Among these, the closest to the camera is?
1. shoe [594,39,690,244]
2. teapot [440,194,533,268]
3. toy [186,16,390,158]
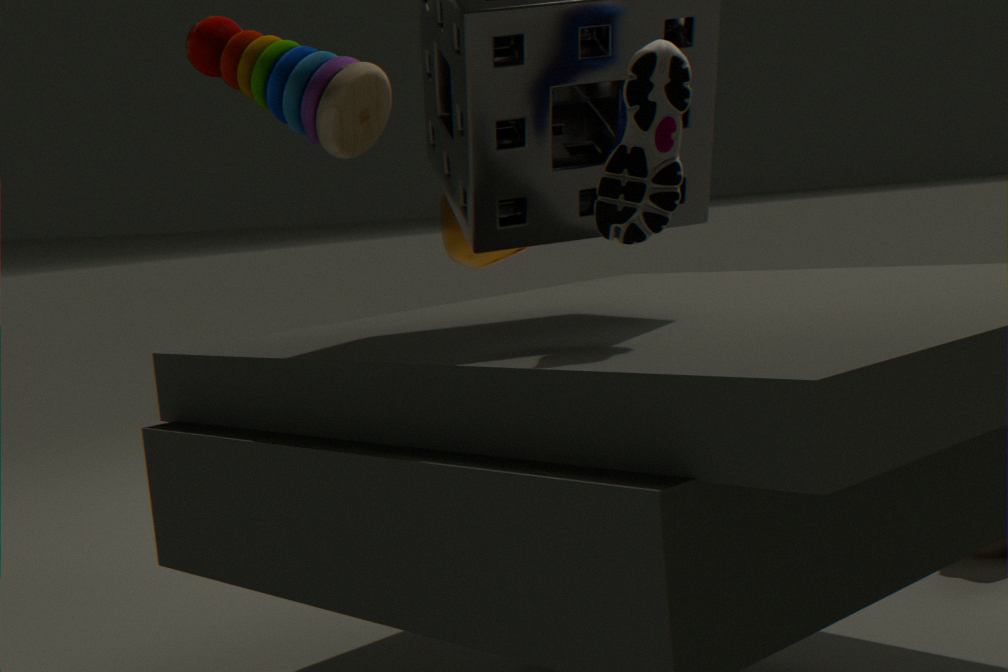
A: toy [186,16,390,158]
